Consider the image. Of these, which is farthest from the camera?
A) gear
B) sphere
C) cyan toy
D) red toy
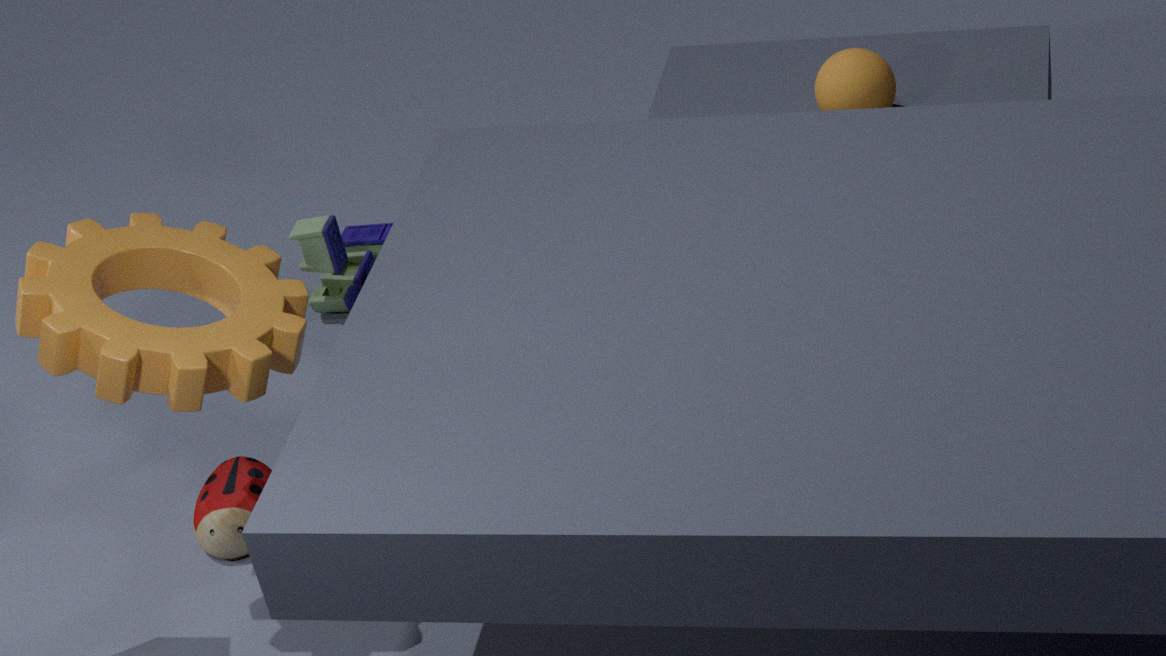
cyan toy
